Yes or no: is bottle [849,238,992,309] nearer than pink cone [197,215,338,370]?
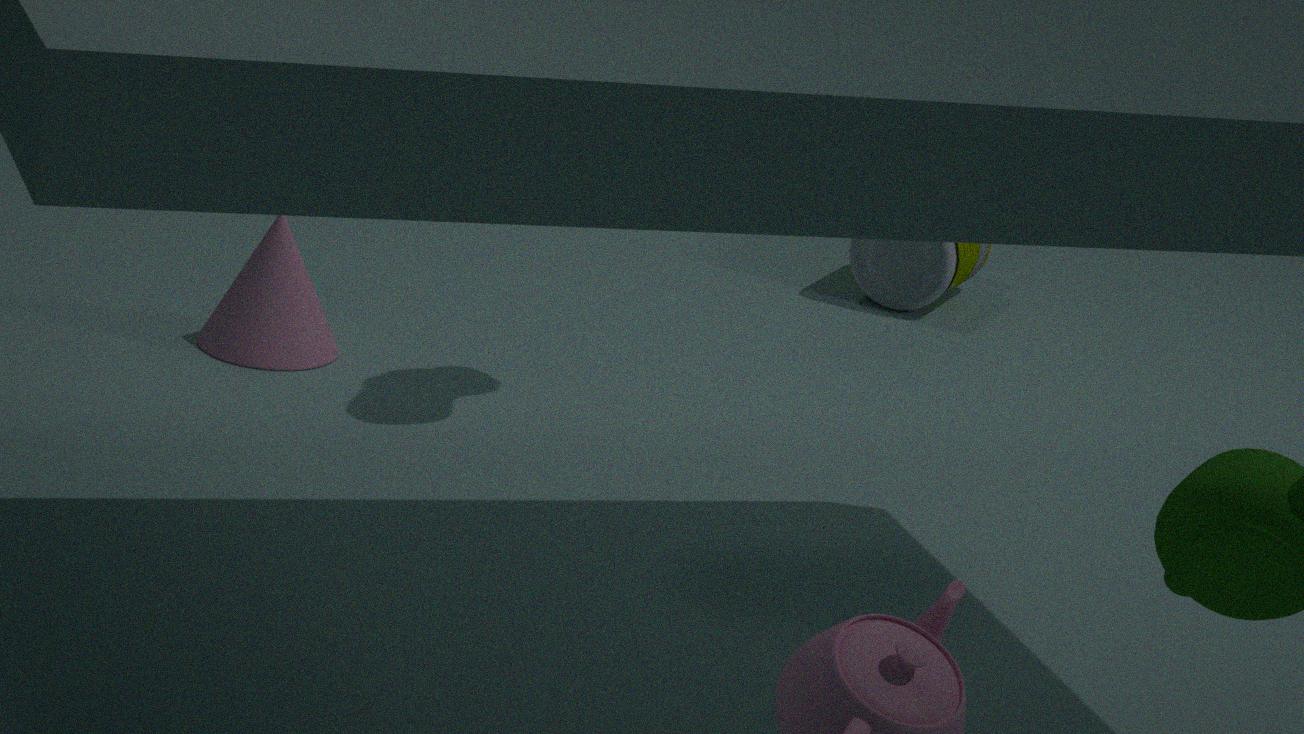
No
